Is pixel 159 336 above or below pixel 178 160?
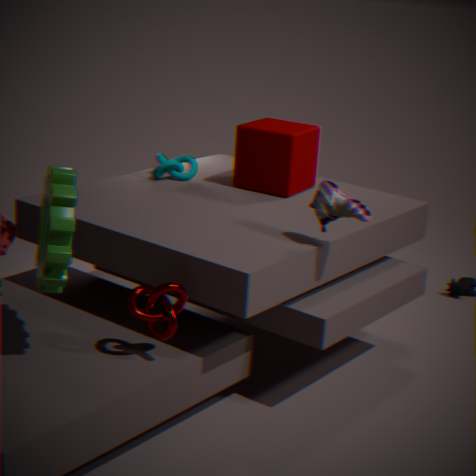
below
